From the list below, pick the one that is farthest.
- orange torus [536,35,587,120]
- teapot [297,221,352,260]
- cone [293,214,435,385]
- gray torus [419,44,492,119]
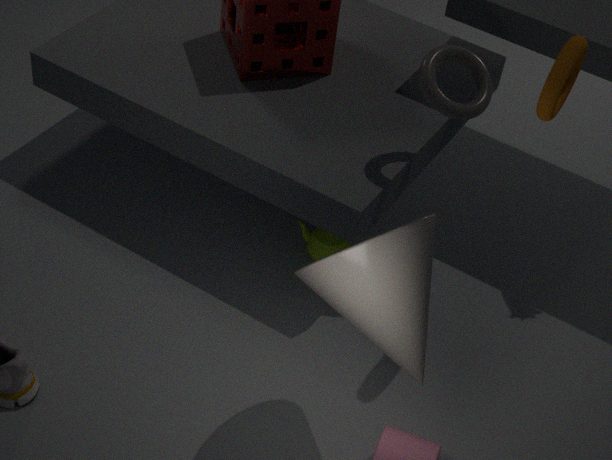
teapot [297,221,352,260]
